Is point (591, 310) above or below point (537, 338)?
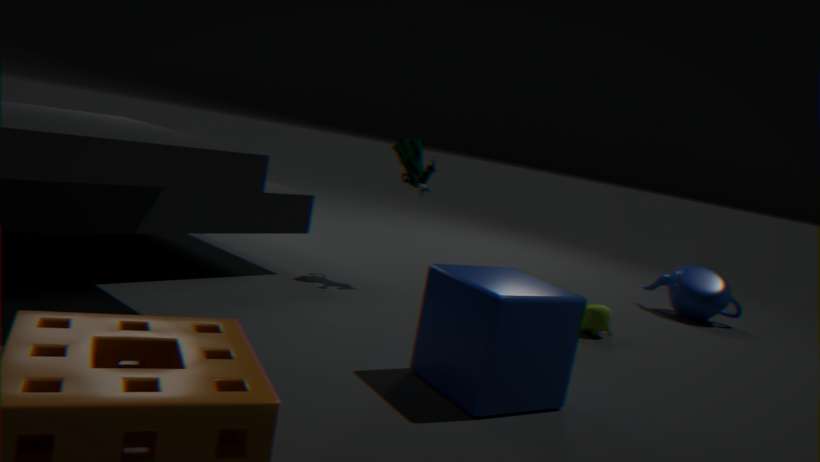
below
